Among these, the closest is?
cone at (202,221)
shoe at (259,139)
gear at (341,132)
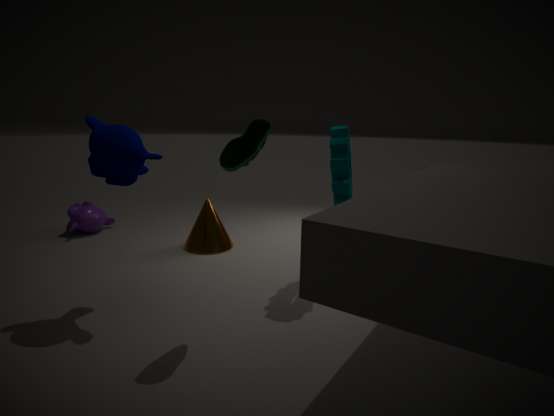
shoe at (259,139)
